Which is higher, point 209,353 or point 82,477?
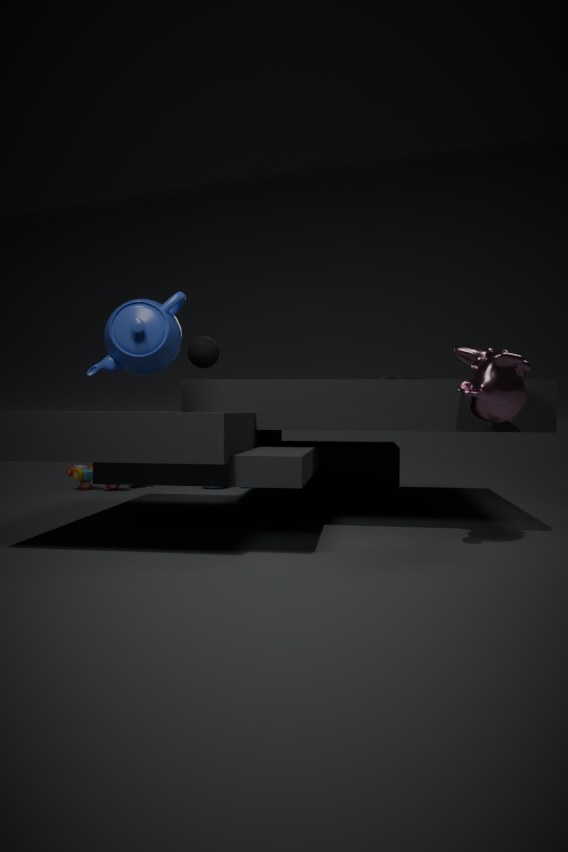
point 209,353
